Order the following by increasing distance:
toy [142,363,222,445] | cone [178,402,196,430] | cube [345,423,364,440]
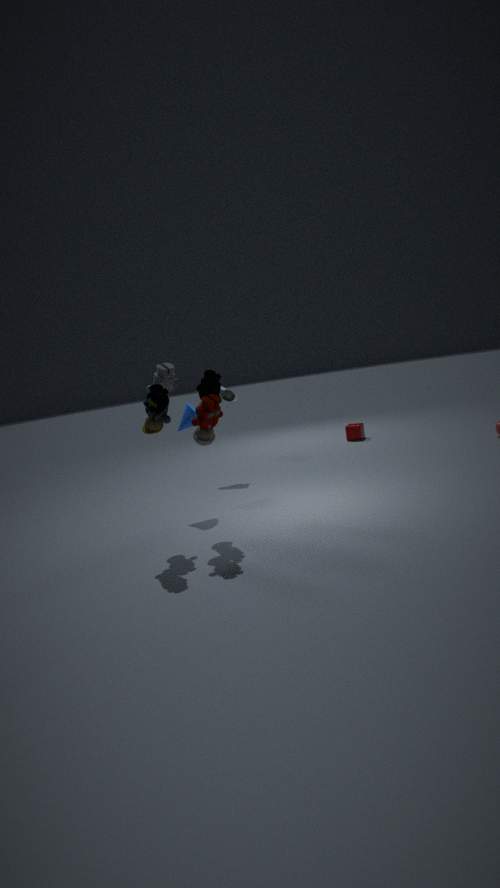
1. toy [142,363,222,445]
2. cone [178,402,196,430]
3. cube [345,423,364,440]
